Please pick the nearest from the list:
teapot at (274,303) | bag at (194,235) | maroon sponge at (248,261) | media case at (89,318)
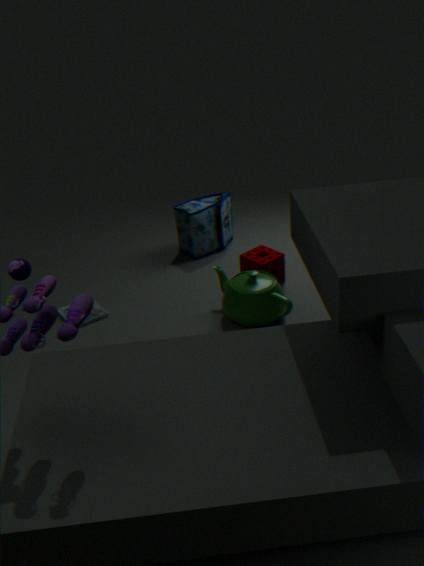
teapot at (274,303)
